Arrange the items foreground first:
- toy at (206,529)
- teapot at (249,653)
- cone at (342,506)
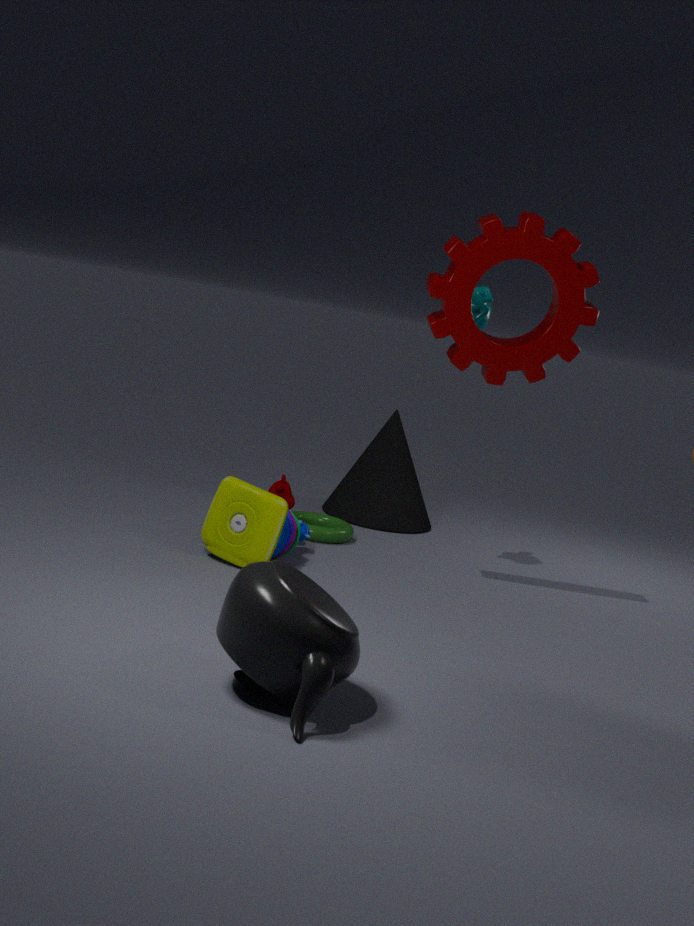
teapot at (249,653) < toy at (206,529) < cone at (342,506)
